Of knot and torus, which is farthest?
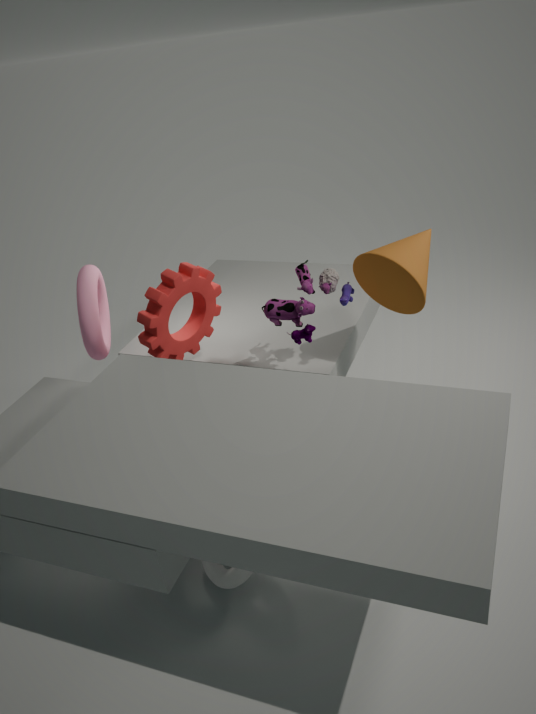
torus
